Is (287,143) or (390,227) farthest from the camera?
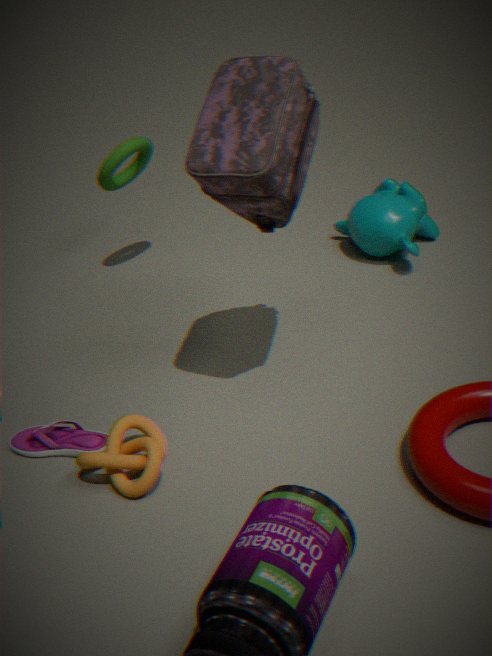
(390,227)
